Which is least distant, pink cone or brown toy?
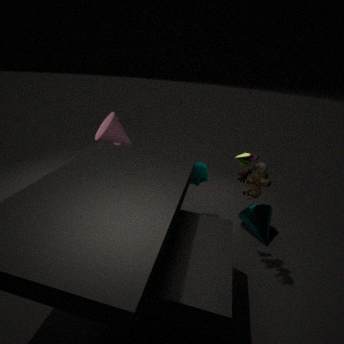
brown toy
